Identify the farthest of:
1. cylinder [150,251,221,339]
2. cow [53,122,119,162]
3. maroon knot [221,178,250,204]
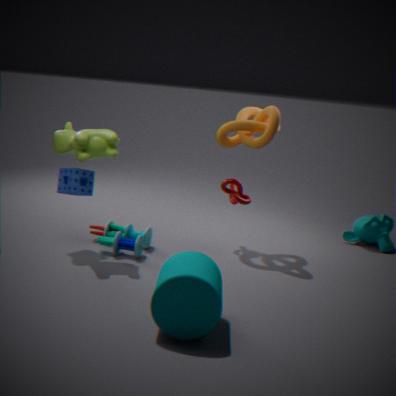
maroon knot [221,178,250,204]
